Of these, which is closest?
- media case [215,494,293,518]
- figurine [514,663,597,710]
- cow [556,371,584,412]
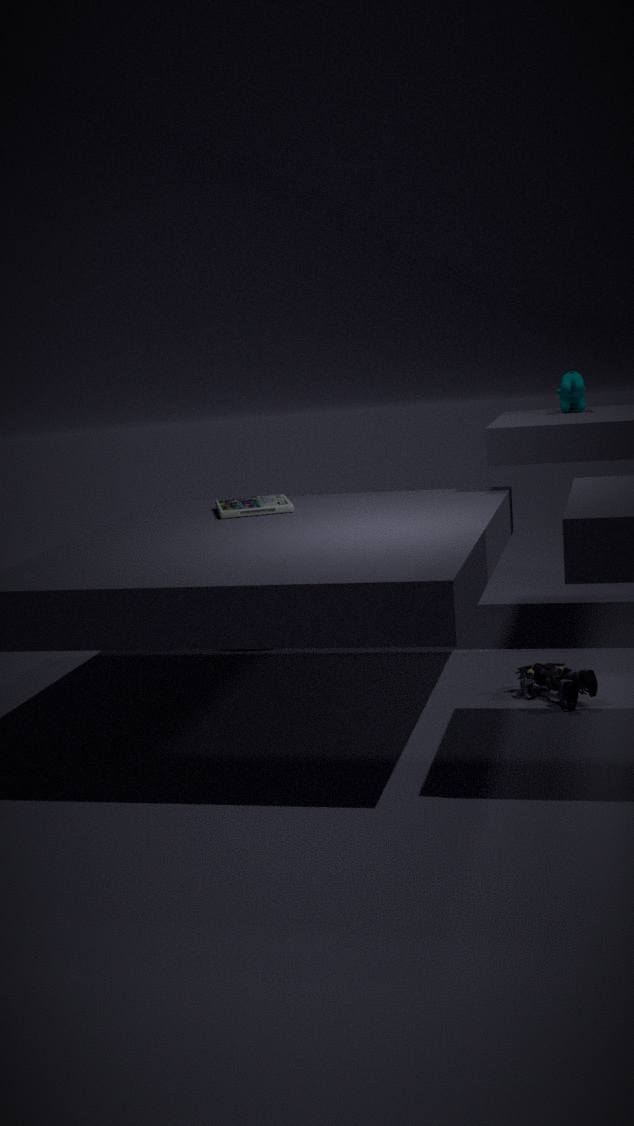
figurine [514,663,597,710]
